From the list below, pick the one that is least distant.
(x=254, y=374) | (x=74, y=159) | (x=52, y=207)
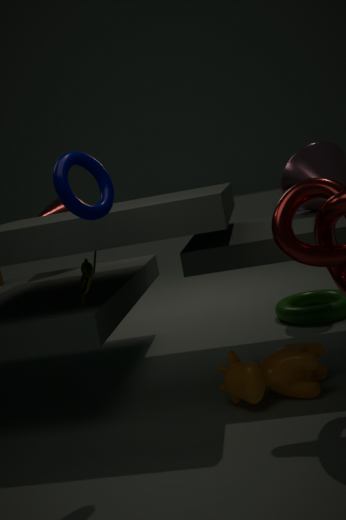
(x=74, y=159)
